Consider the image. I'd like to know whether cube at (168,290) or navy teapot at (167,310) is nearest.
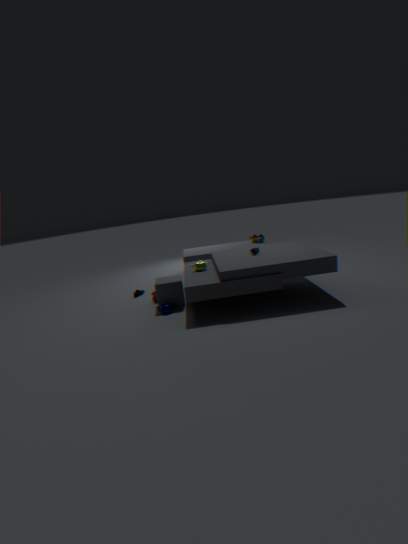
navy teapot at (167,310)
